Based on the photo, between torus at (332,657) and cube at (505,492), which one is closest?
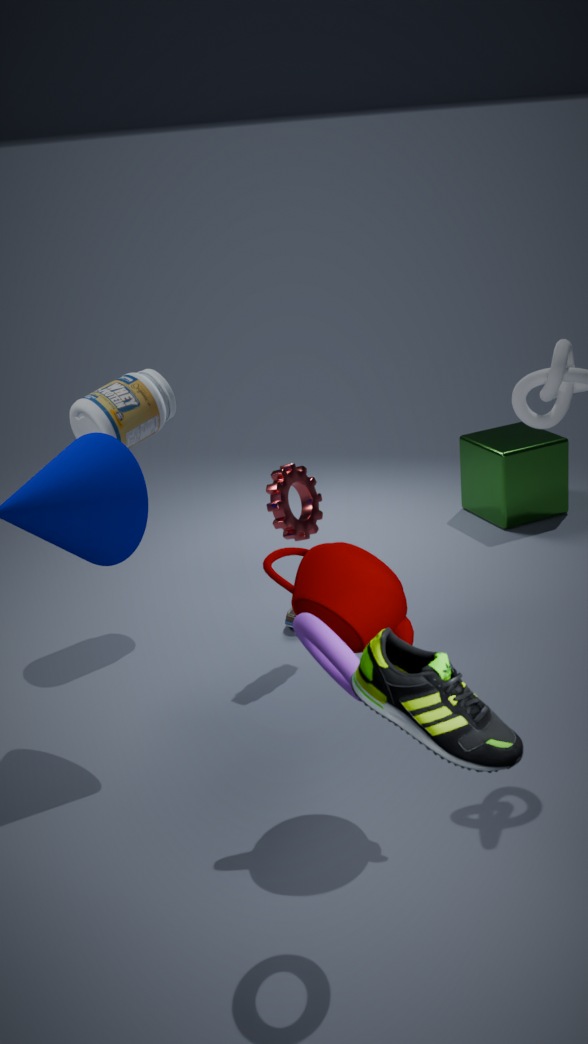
torus at (332,657)
